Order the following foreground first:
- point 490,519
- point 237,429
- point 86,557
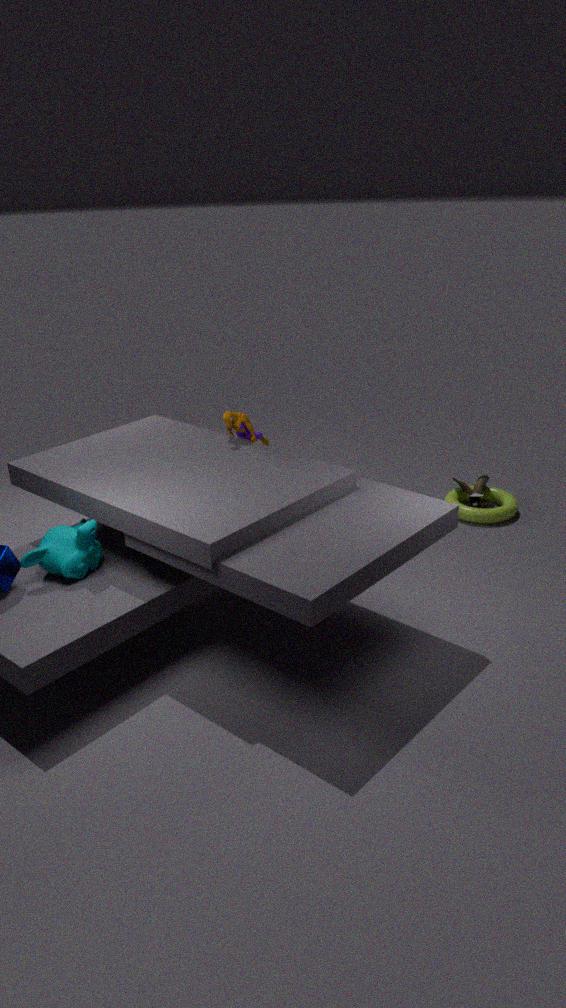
point 86,557 → point 237,429 → point 490,519
